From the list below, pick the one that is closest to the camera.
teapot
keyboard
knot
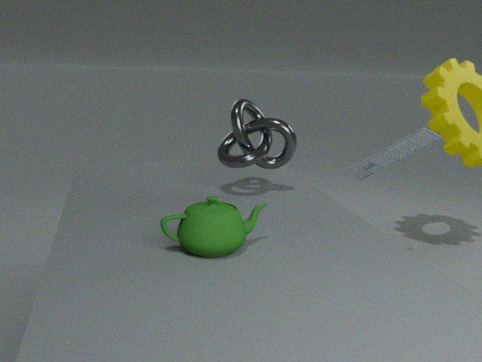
teapot
